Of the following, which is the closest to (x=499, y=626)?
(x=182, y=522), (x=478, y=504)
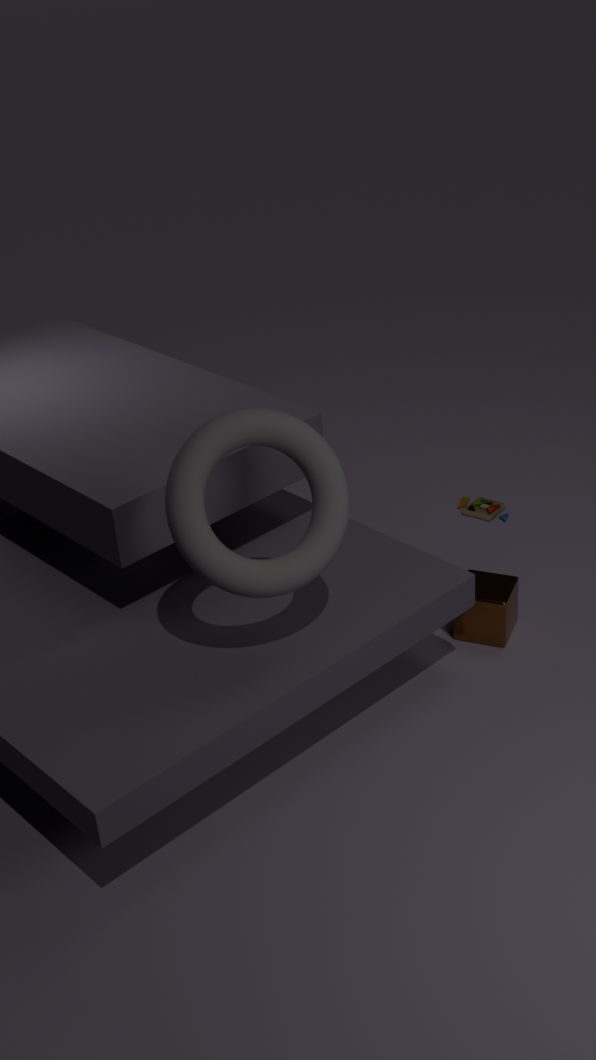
(x=478, y=504)
